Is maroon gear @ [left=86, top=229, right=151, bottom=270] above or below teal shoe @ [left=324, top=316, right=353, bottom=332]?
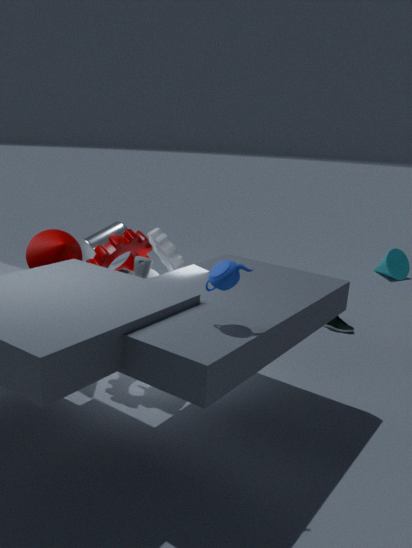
above
